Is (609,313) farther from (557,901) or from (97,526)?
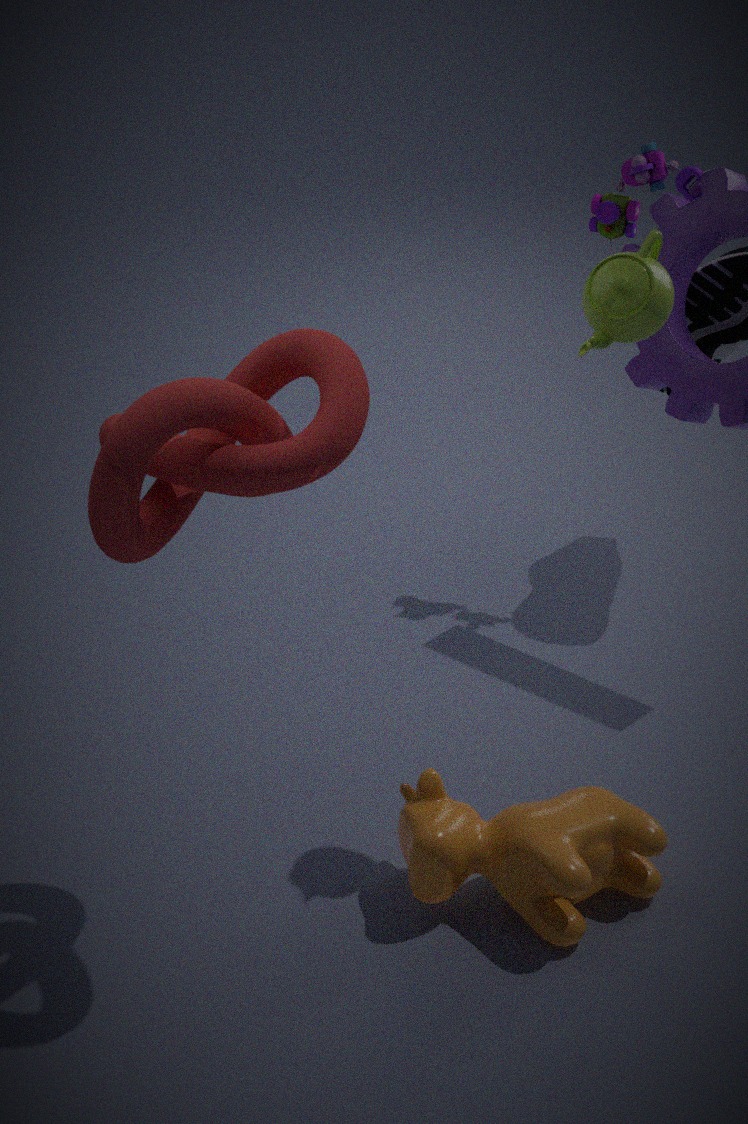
(557,901)
